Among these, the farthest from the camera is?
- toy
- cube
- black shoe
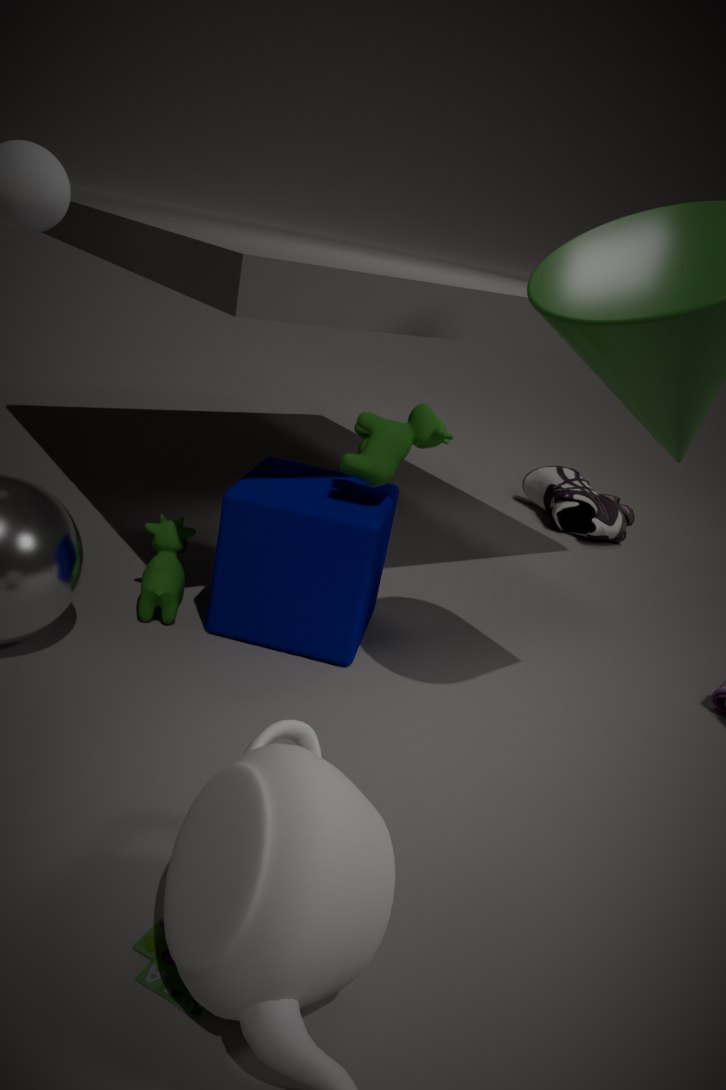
black shoe
